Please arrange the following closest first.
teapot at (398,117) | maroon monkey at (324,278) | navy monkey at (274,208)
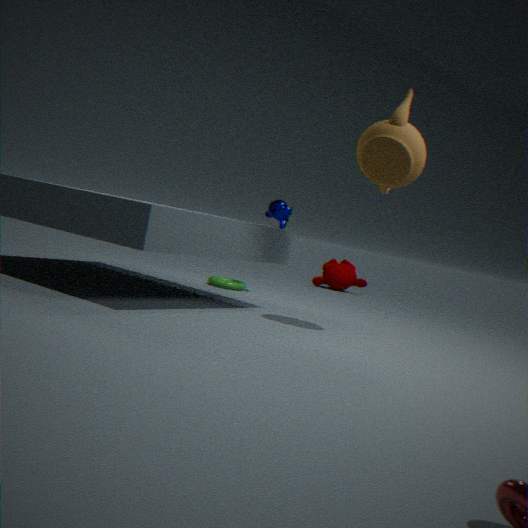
teapot at (398,117) < navy monkey at (274,208) < maroon monkey at (324,278)
